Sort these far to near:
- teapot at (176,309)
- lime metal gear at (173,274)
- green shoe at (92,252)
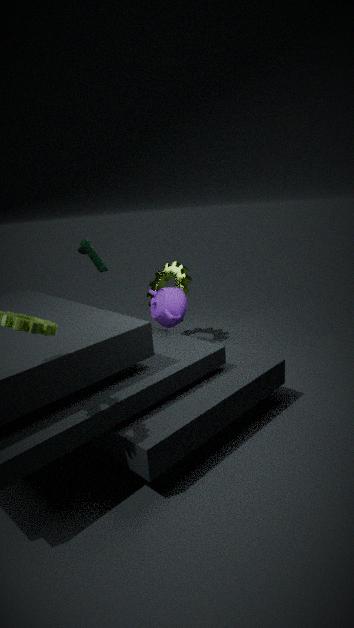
lime metal gear at (173,274)
green shoe at (92,252)
teapot at (176,309)
